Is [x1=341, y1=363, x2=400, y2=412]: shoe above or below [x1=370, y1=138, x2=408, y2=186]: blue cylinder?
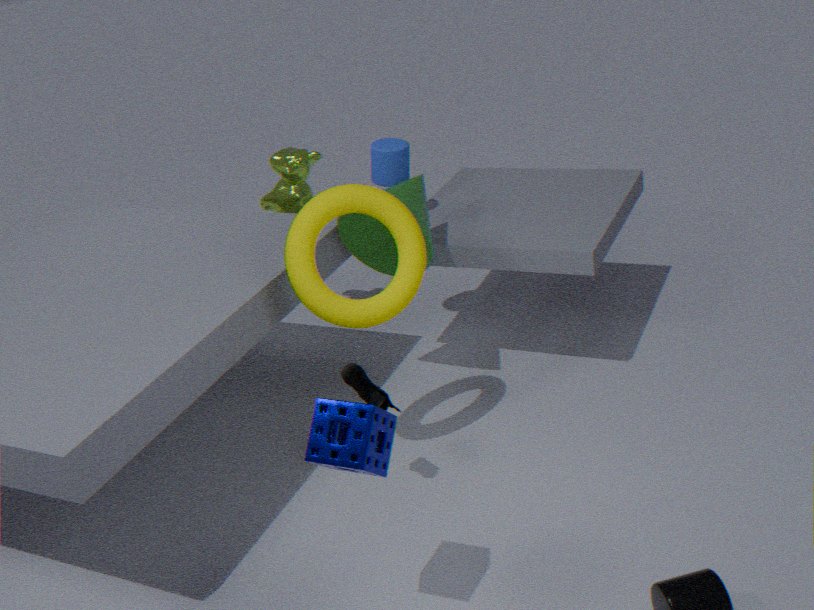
below
